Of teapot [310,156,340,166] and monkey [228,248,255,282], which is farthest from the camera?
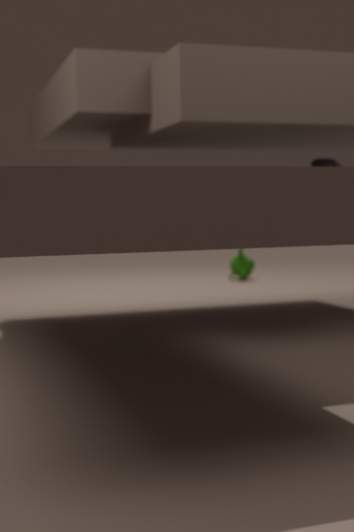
monkey [228,248,255,282]
